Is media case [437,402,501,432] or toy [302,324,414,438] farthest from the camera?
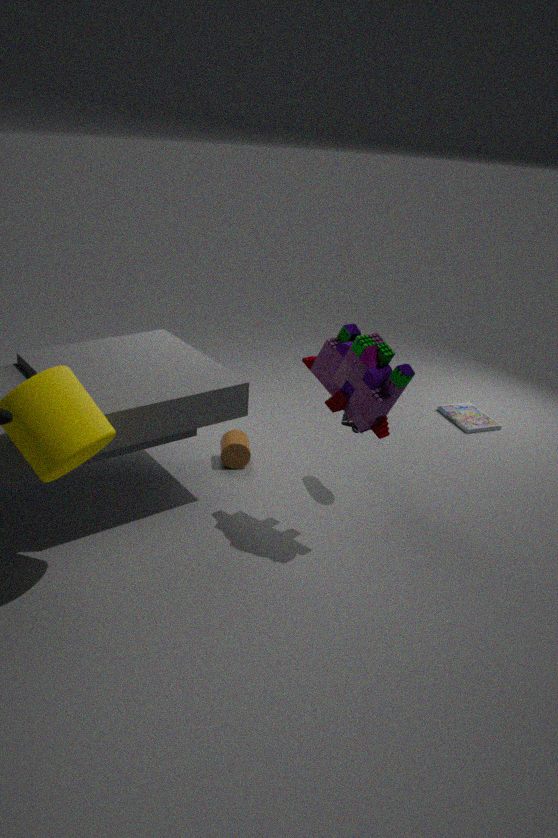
media case [437,402,501,432]
